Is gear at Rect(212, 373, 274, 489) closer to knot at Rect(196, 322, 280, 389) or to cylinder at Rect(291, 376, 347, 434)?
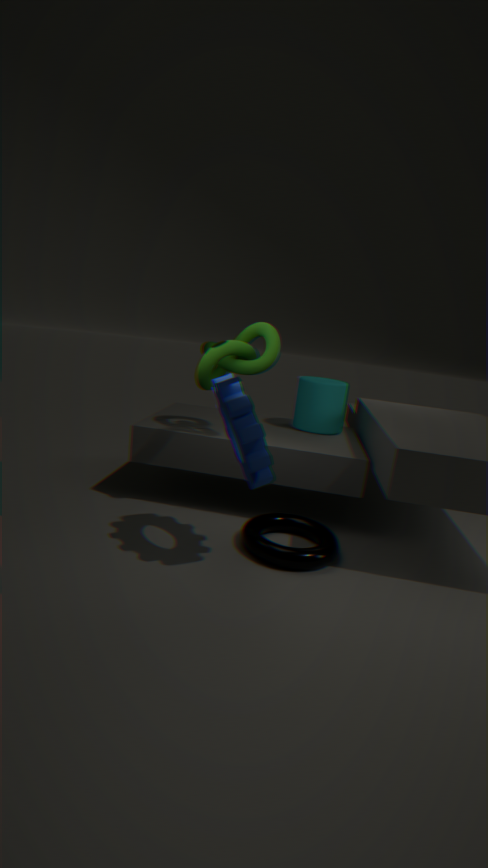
knot at Rect(196, 322, 280, 389)
